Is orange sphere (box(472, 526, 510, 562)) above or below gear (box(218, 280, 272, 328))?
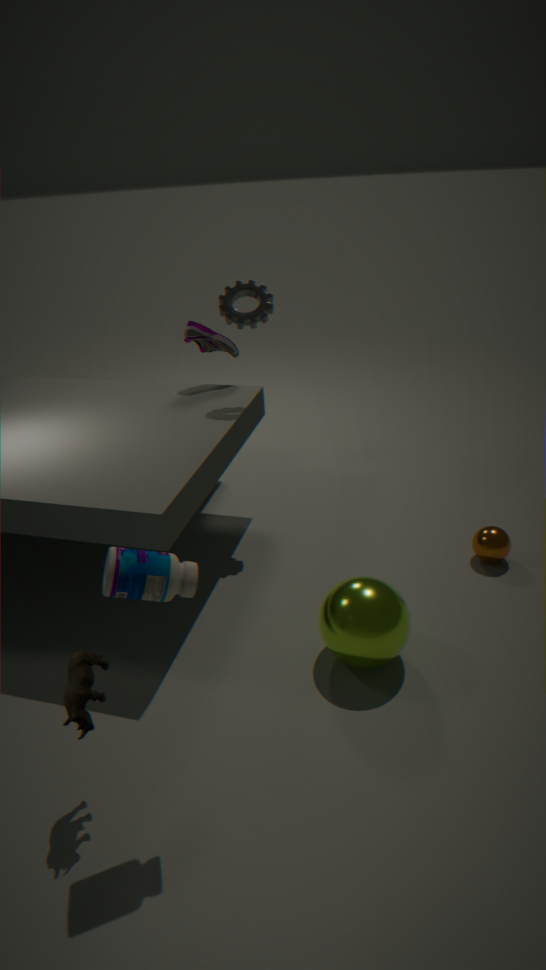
below
